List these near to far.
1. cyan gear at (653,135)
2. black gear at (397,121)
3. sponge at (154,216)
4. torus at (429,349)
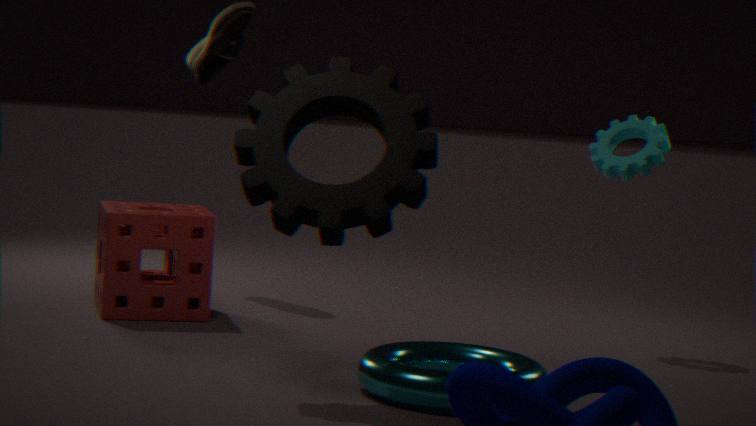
torus at (429,349) → black gear at (397,121) → sponge at (154,216) → cyan gear at (653,135)
